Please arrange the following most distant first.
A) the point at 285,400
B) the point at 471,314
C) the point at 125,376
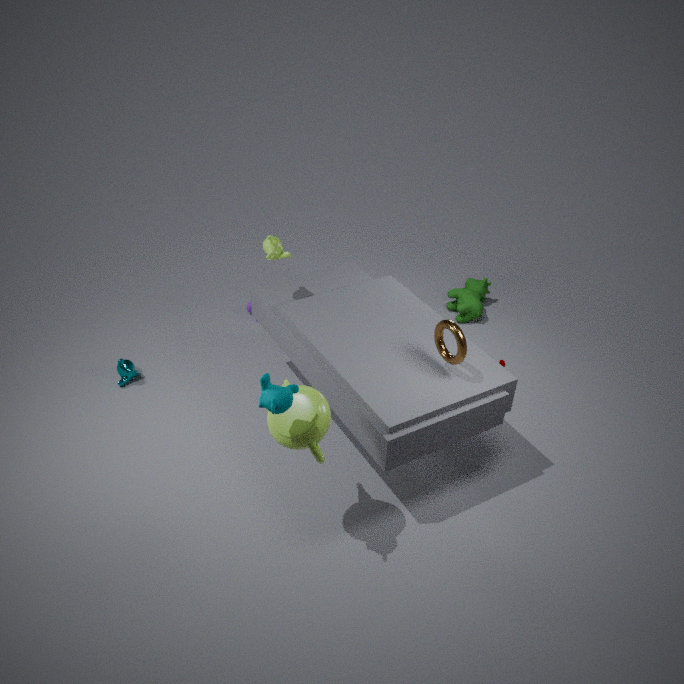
the point at 471,314, the point at 125,376, the point at 285,400
